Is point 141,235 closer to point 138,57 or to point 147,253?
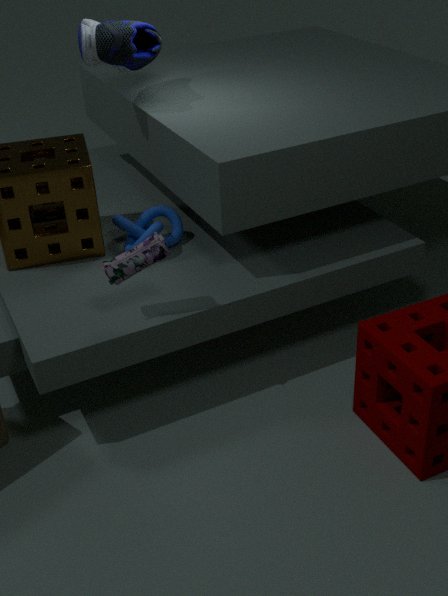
point 147,253
